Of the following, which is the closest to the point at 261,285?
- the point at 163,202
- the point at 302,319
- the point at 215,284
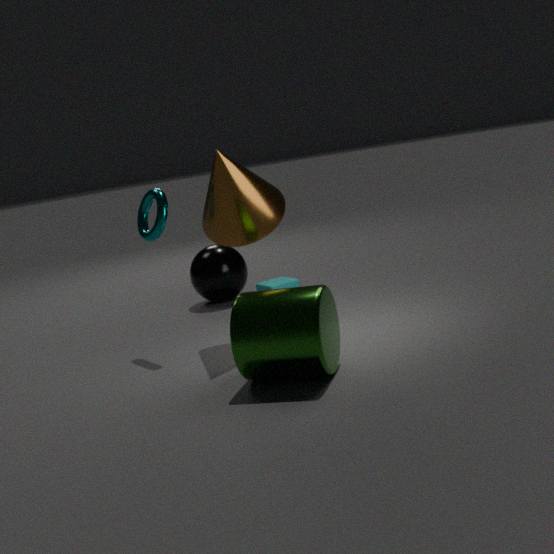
the point at 215,284
